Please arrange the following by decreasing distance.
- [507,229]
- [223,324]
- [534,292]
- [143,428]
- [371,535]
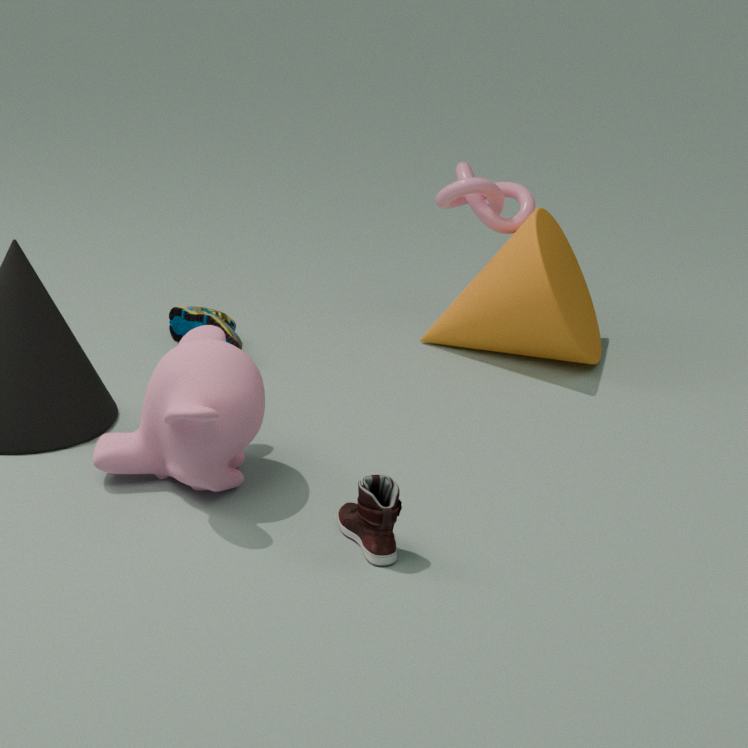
[507,229] < [223,324] < [534,292] < [143,428] < [371,535]
